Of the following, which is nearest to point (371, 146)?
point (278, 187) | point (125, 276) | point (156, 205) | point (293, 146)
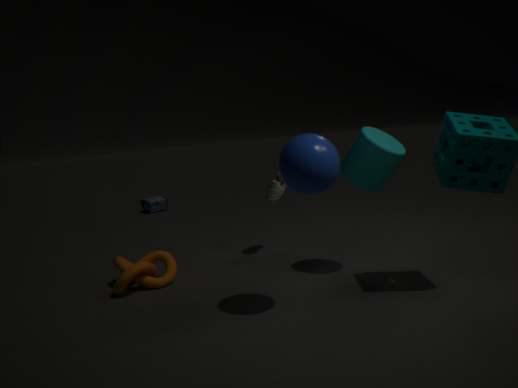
point (293, 146)
